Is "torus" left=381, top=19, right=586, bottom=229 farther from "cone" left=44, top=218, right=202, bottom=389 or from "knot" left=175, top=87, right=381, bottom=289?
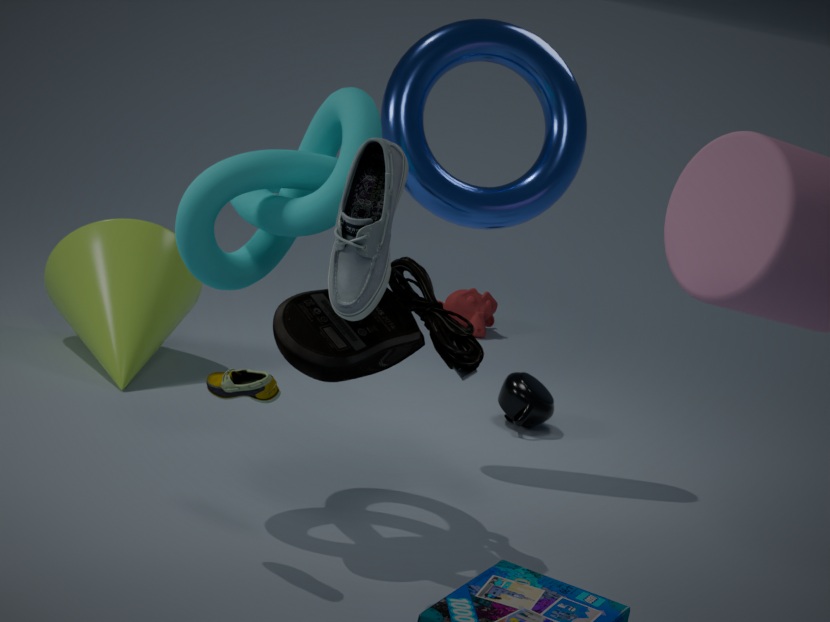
"cone" left=44, top=218, right=202, bottom=389
